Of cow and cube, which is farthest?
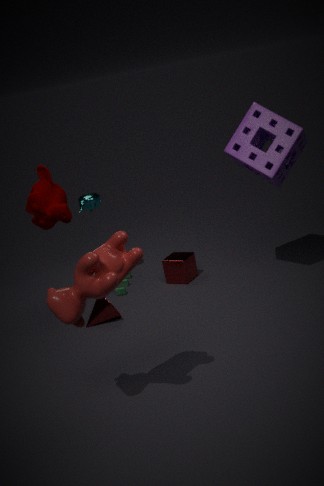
cube
